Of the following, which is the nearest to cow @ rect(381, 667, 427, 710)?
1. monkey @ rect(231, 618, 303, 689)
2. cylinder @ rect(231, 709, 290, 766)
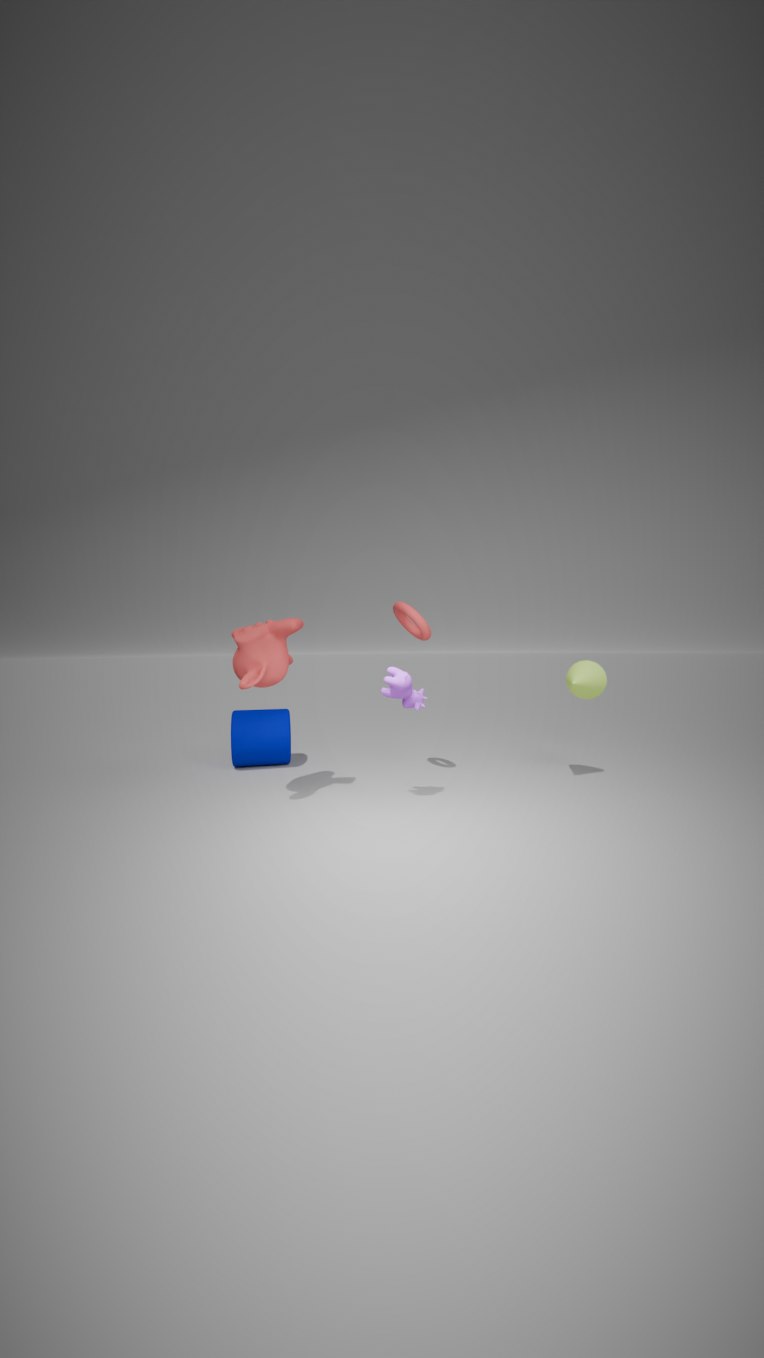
monkey @ rect(231, 618, 303, 689)
